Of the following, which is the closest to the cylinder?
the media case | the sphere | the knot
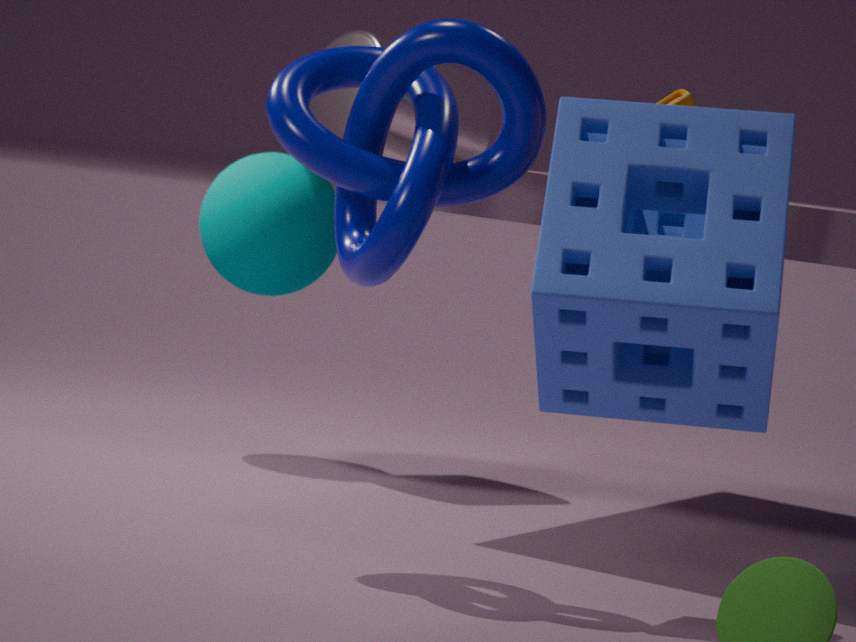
the sphere
